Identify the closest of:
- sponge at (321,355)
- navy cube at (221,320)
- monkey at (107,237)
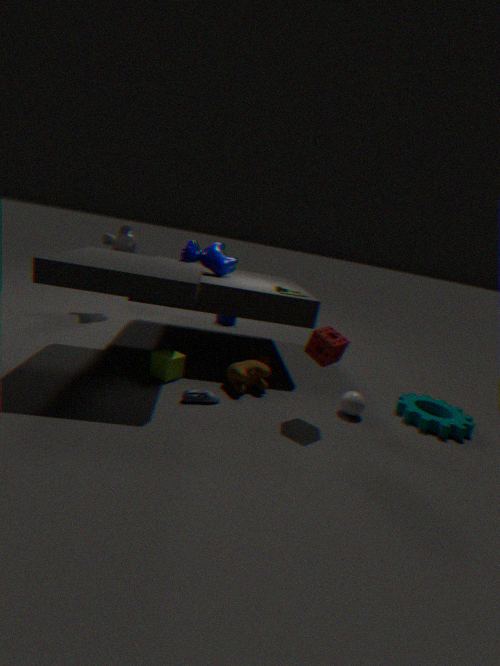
sponge at (321,355)
